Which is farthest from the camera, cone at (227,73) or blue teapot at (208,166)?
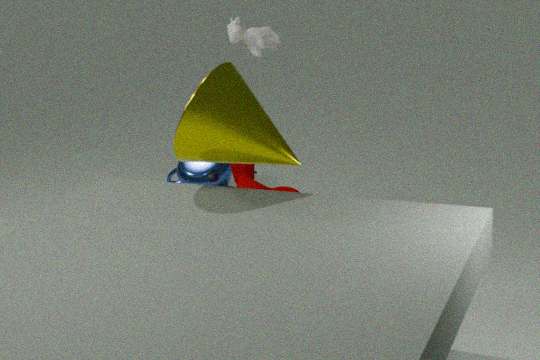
blue teapot at (208,166)
